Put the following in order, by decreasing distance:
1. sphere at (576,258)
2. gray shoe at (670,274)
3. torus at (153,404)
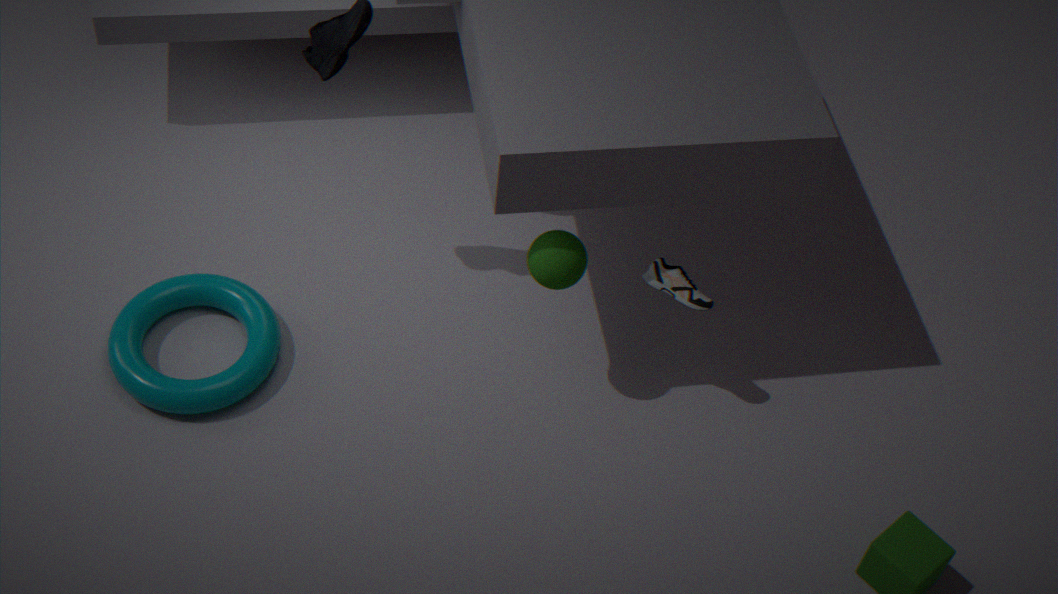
torus at (153,404), gray shoe at (670,274), sphere at (576,258)
